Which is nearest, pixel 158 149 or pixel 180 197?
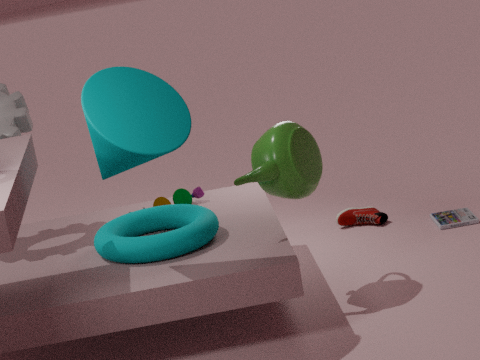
pixel 158 149
